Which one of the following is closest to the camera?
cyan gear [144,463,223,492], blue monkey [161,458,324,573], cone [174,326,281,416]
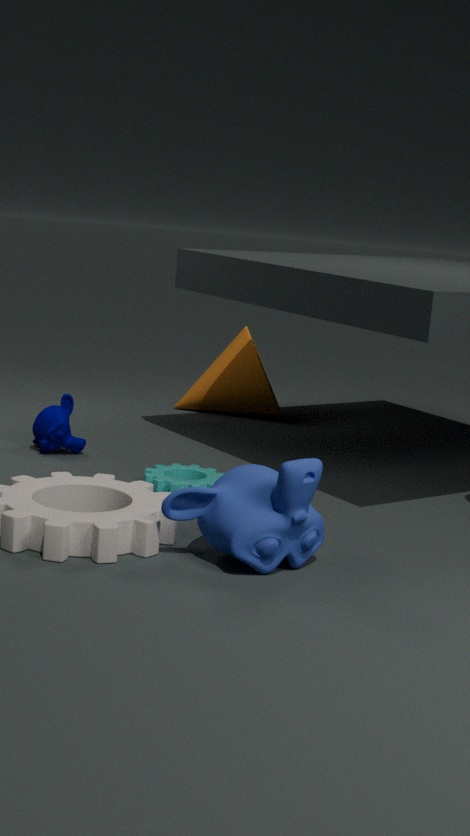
blue monkey [161,458,324,573]
